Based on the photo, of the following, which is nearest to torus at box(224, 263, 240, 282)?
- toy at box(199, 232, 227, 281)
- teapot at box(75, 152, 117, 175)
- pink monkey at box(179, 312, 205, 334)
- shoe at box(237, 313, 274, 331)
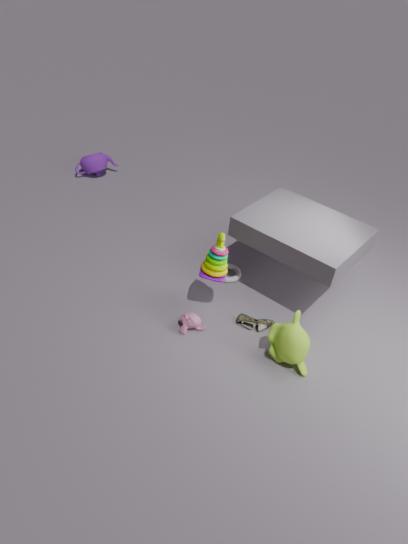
toy at box(199, 232, 227, 281)
